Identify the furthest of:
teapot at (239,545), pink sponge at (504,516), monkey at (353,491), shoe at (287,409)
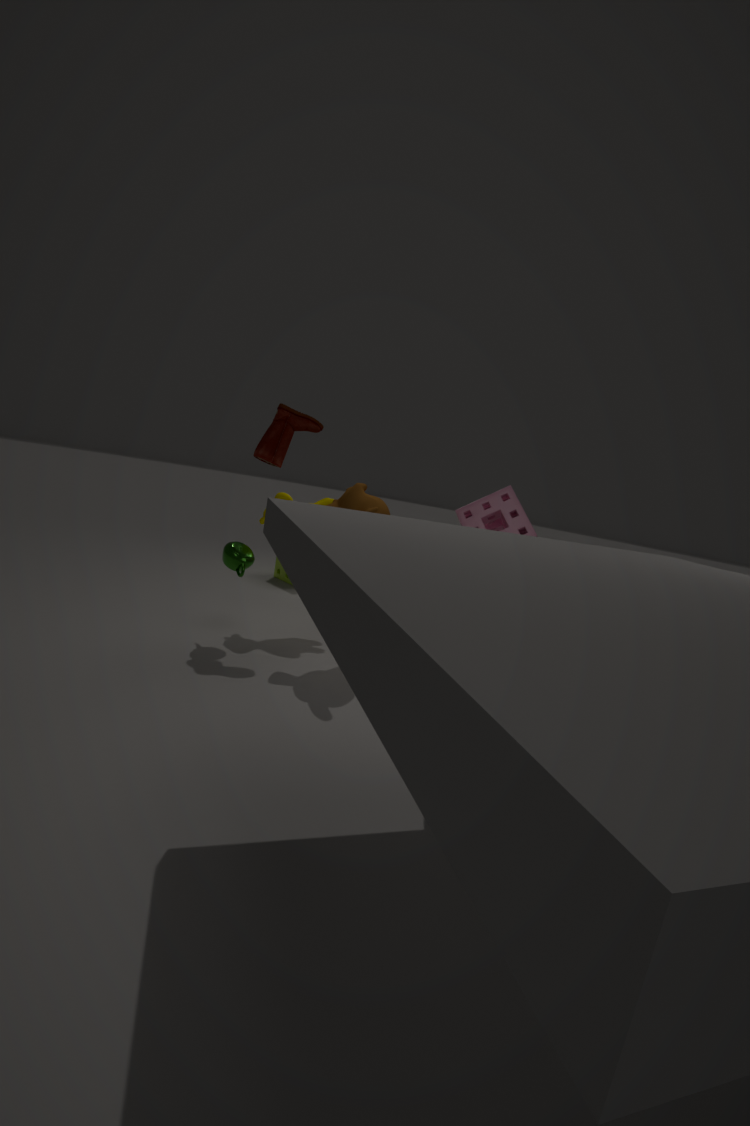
pink sponge at (504,516)
